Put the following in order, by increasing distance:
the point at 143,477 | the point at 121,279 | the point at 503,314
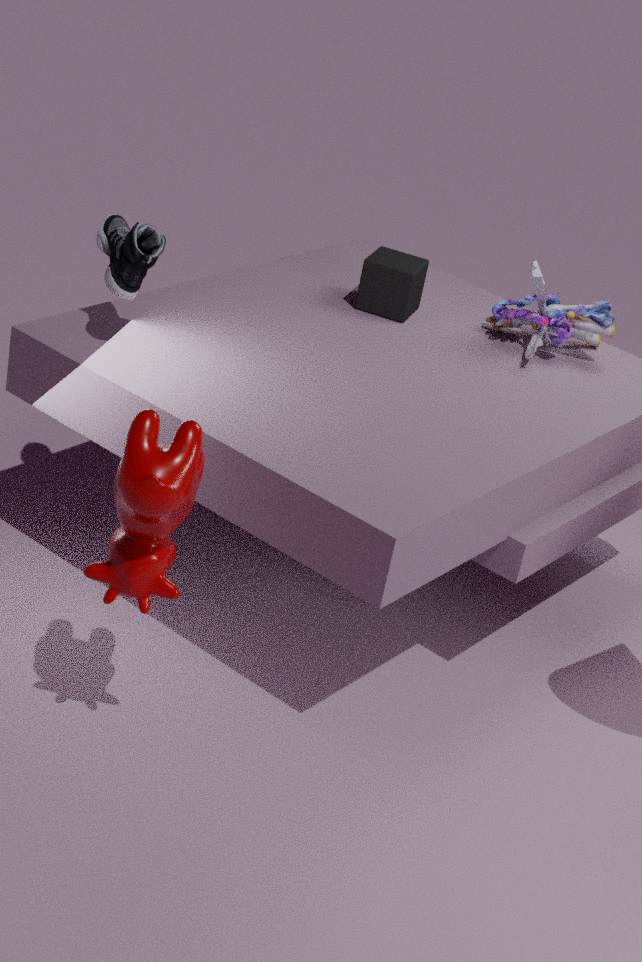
the point at 143,477
the point at 121,279
the point at 503,314
